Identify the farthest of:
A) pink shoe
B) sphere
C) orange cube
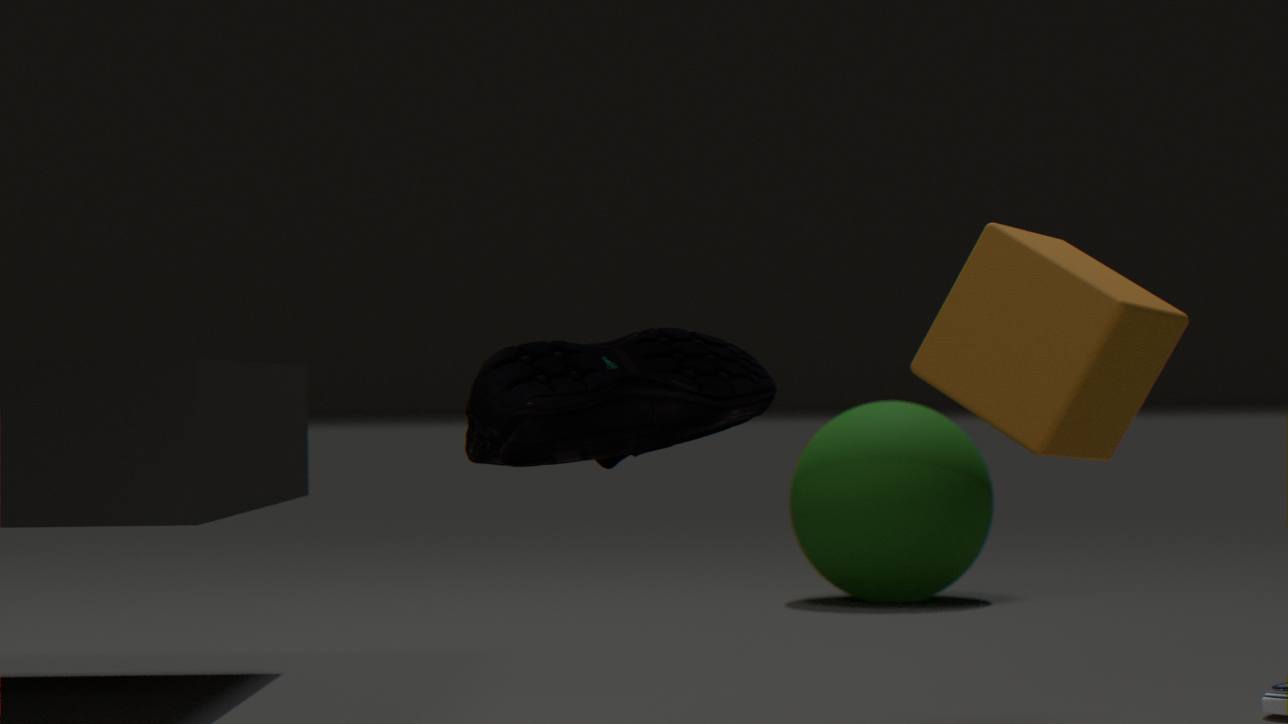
sphere
